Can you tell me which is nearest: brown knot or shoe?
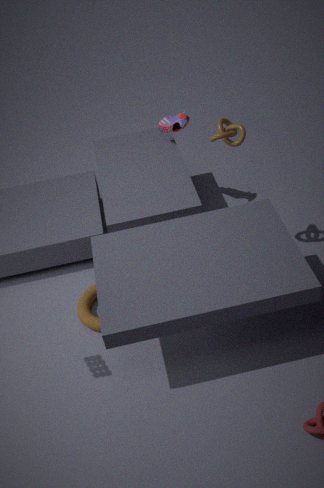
brown knot
